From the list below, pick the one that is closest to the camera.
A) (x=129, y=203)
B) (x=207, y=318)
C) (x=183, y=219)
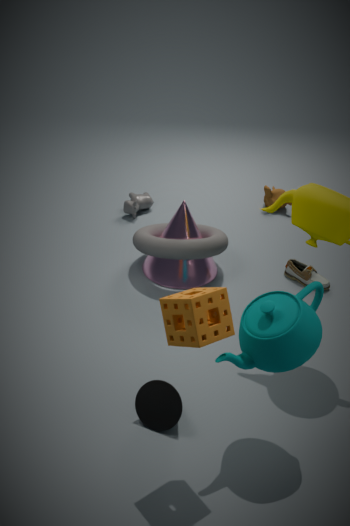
(x=207, y=318)
